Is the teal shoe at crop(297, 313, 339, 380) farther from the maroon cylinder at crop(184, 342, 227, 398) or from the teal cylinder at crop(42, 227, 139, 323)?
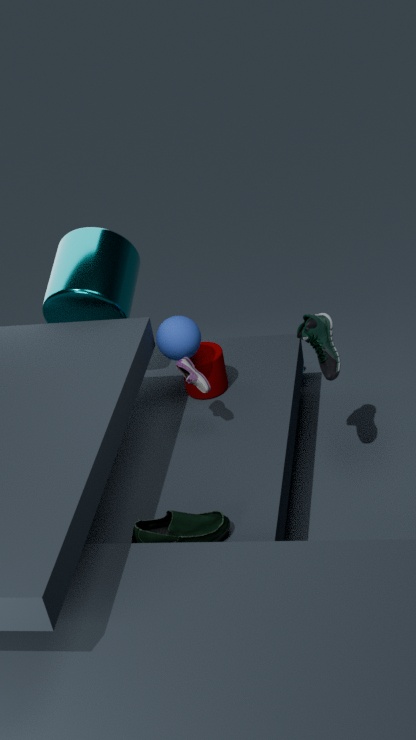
the teal cylinder at crop(42, 227, 139, 323)
